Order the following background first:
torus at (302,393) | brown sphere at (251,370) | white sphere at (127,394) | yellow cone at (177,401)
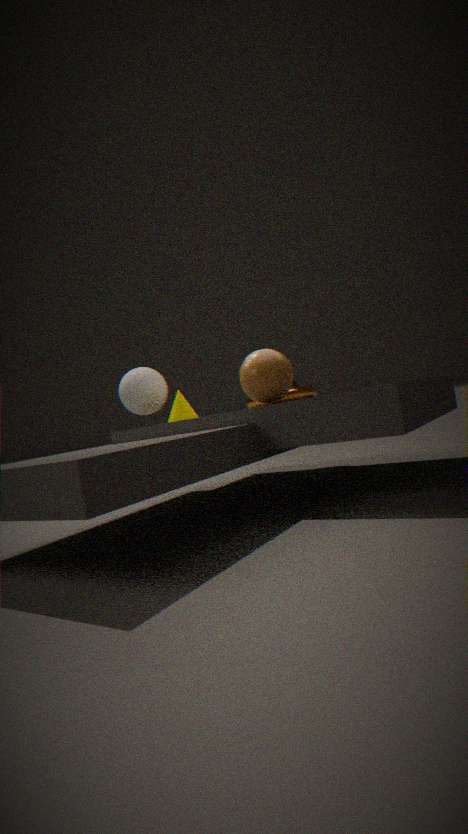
white sphere at (127,394), torus at (302,393), yellow cone at (177,401), brown sphere at (251,370)
